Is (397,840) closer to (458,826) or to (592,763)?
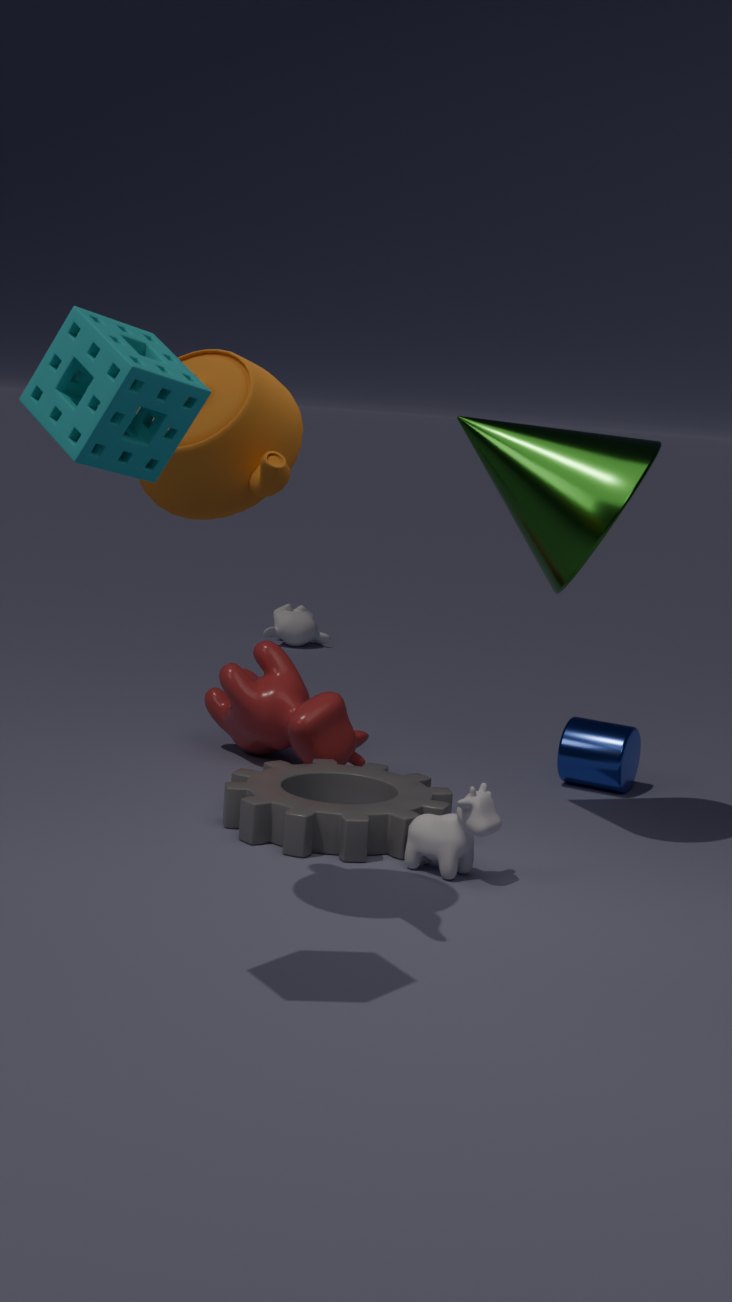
(458,826)
